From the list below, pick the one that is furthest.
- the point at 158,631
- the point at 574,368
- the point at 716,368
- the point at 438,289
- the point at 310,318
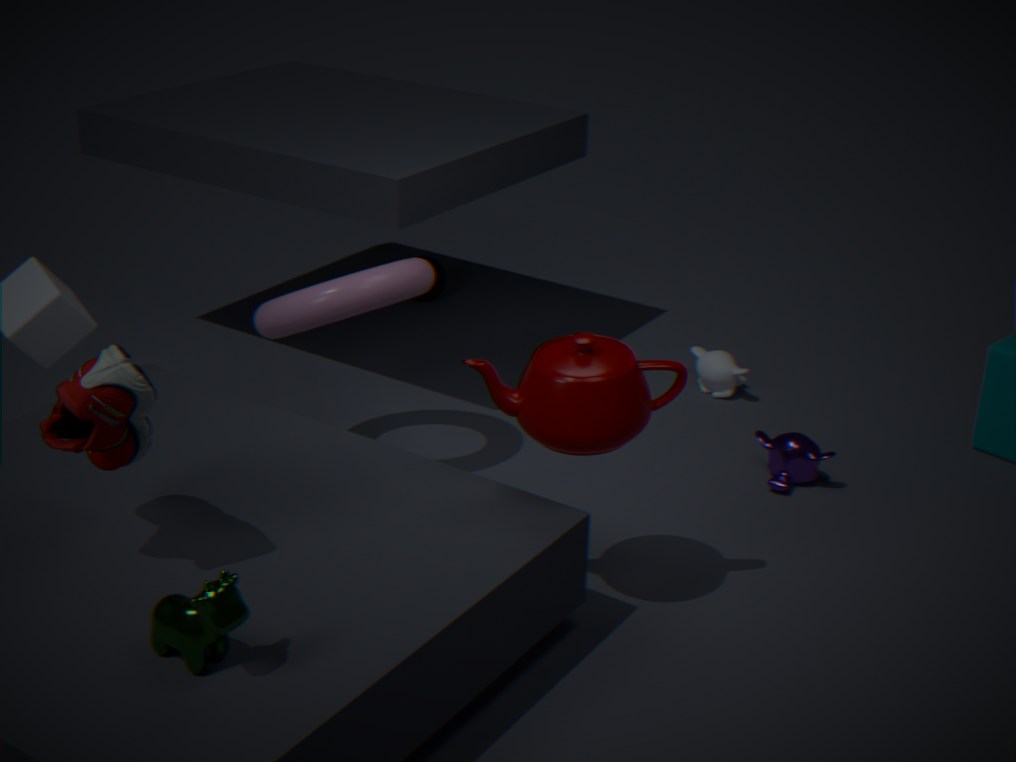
the point at 438,289
